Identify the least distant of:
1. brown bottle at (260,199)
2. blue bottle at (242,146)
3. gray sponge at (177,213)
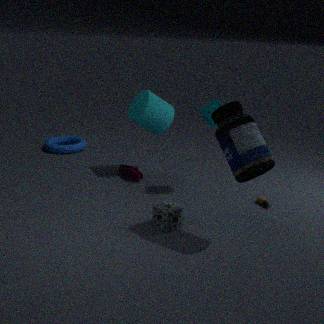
blue bottle at (242,146)
